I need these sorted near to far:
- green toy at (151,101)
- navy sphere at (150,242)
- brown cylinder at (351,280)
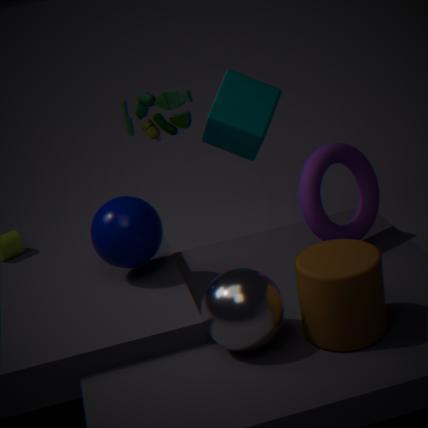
brown cylinder at (351,280)
navy sphere at (150,242)
green toy at (151,101)
